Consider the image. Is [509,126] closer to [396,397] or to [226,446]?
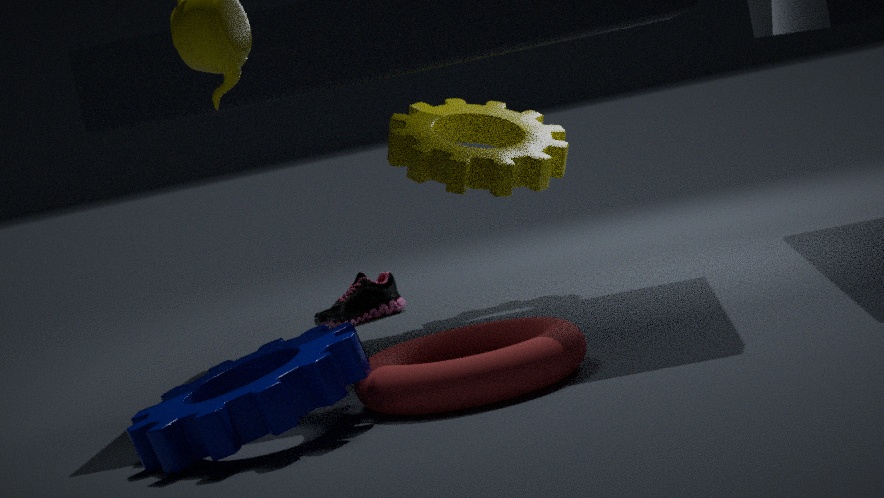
[396,397]
